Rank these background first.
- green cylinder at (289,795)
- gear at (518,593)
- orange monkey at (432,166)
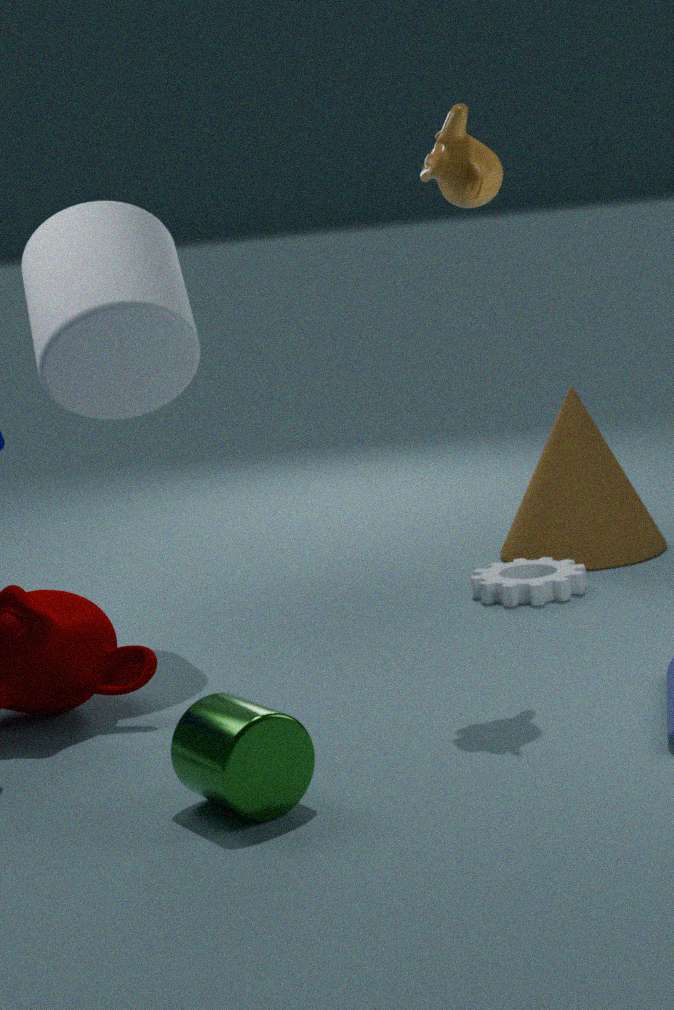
gear at (518,593) < orange monkey at (432,166) < green cylinder at (289,795)
